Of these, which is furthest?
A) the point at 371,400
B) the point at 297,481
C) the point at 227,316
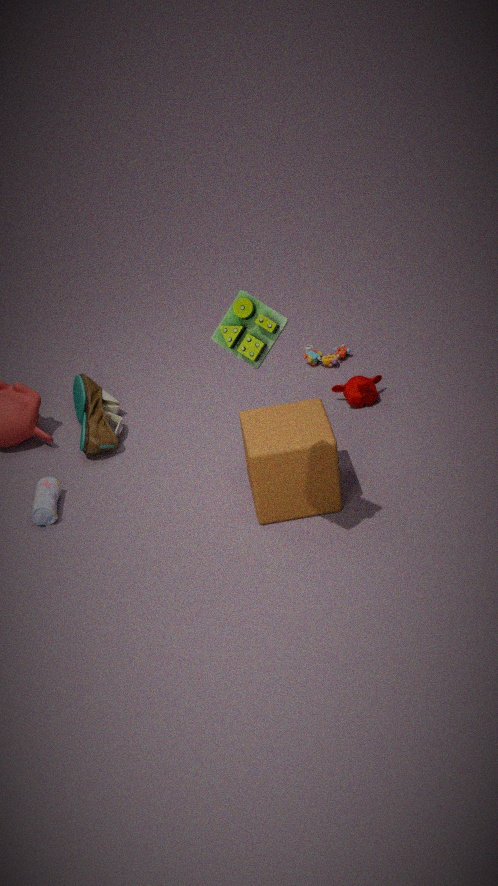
the point at 371,400
